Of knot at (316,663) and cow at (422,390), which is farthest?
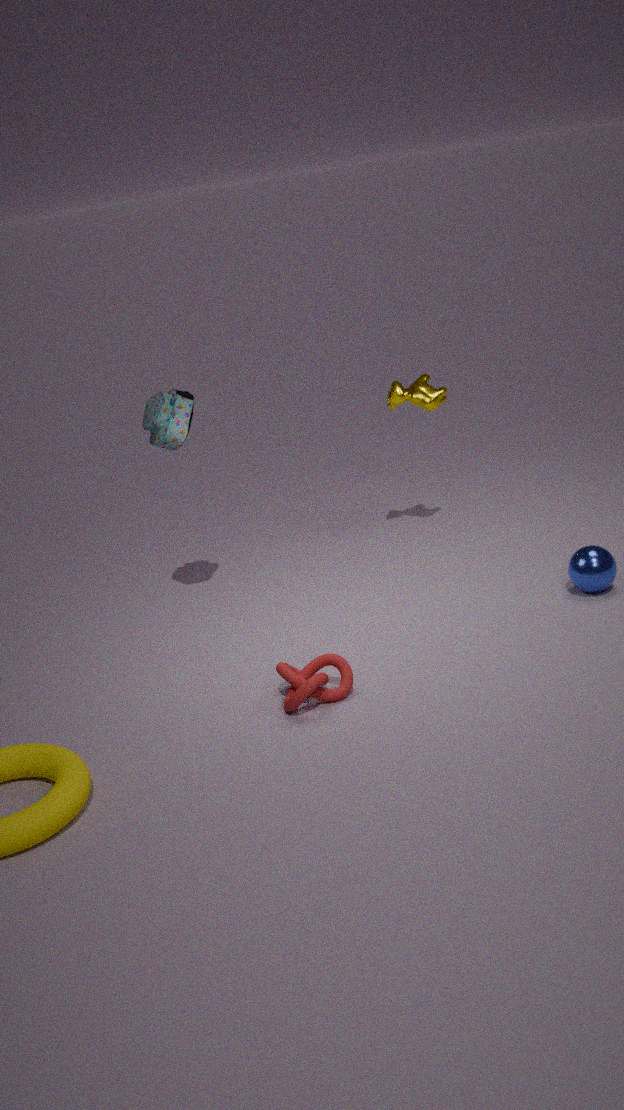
cow at (422,390)
